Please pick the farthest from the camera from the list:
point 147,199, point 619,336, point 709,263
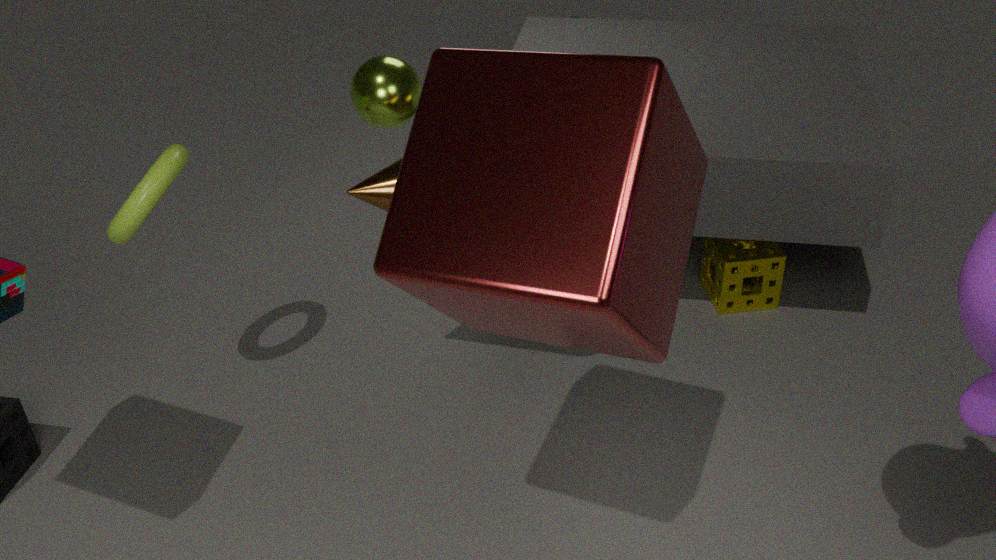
point 709,263
